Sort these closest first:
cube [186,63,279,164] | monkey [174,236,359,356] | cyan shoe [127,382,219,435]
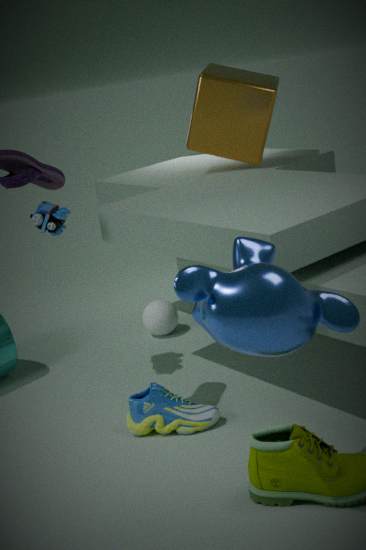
monkey [174,236,359,356]
cyan shoe [127,382,219,435]
cube [186,63,279,164]
